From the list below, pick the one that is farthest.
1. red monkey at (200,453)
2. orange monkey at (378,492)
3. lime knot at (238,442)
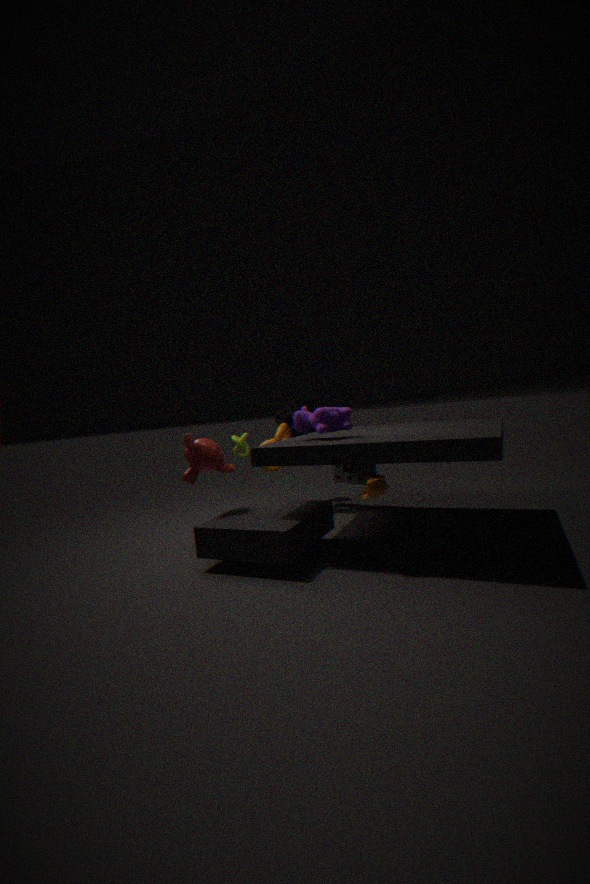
lime knot at (238,442)
